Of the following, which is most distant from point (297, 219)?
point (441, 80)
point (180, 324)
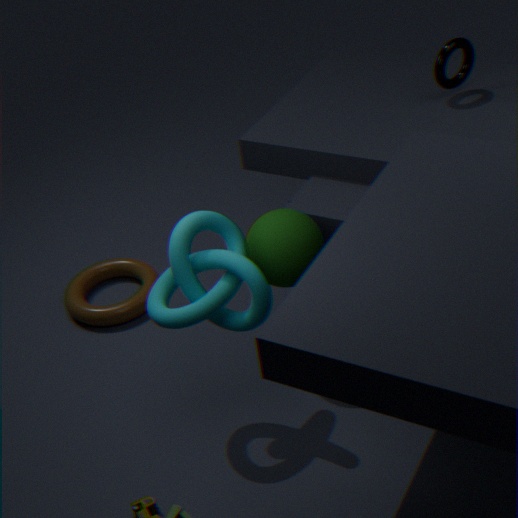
point (441, 80)
